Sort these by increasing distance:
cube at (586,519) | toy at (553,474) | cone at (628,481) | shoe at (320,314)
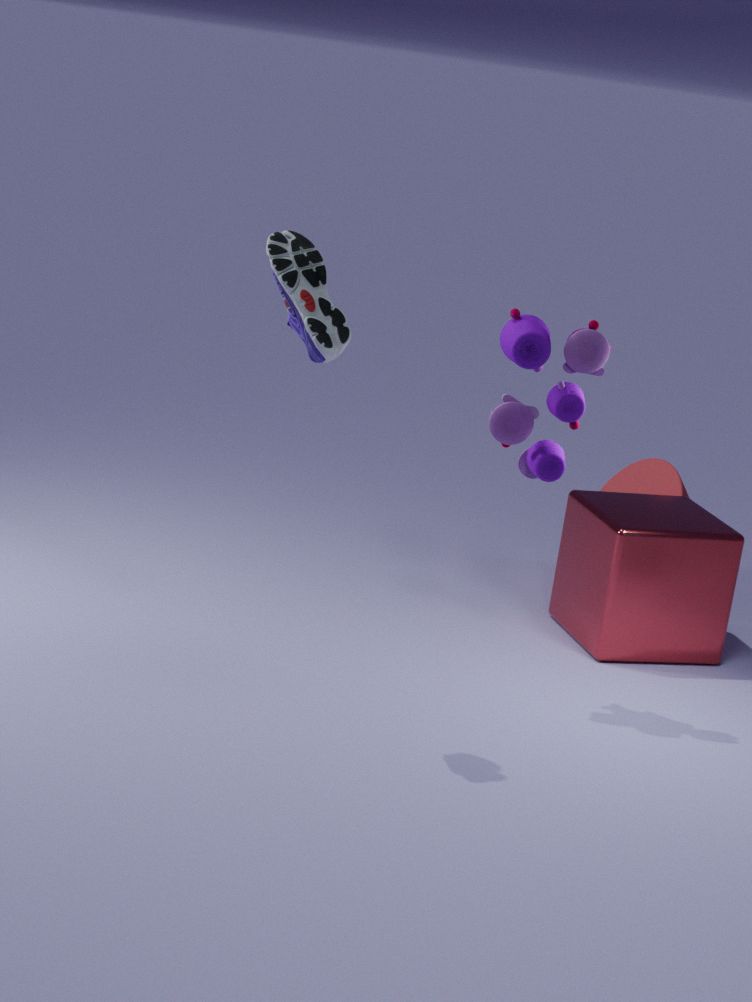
shoe at (320,314), toy at (553,474), cube at (586,519), cone at (628,481)
